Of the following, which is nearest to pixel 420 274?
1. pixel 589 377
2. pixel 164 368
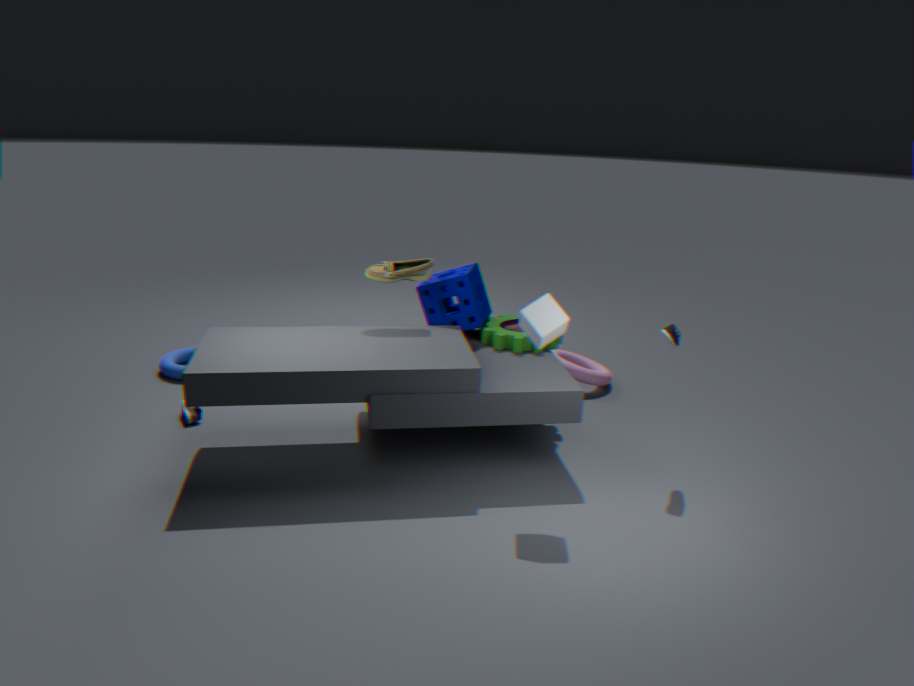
pixel 589 377
